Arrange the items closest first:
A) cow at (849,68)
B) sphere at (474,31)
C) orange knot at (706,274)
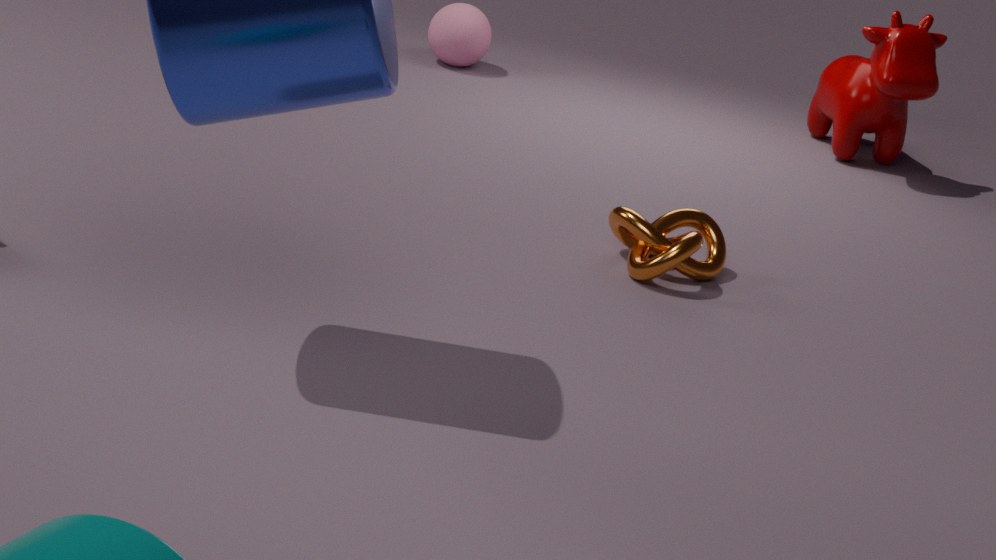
orange knot at (706,274) < cow at (849,68) < sphere at (474,31)
